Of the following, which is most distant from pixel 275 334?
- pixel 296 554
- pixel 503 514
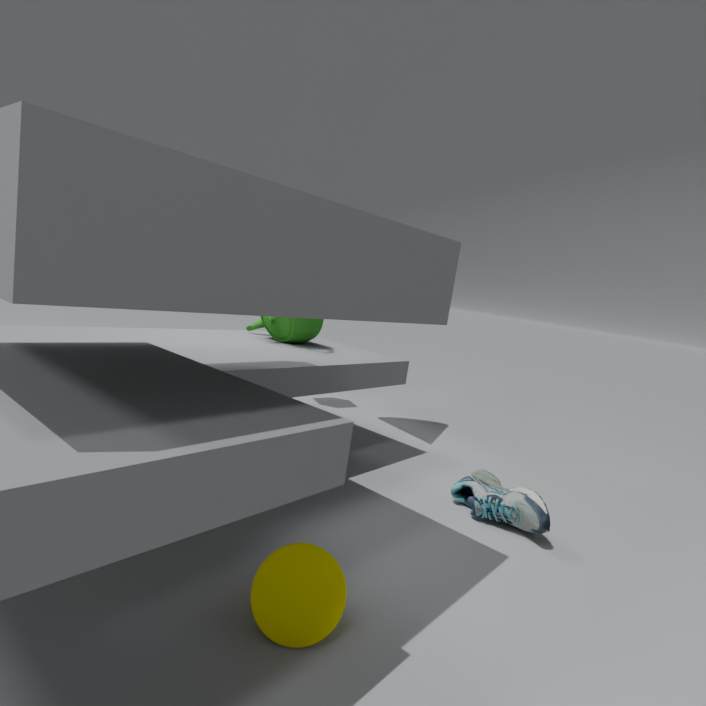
pixel 296 554
